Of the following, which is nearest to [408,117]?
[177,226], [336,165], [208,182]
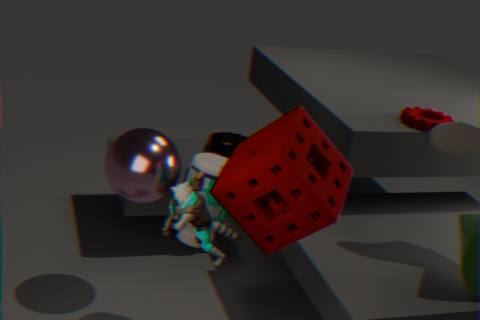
[336,165]
